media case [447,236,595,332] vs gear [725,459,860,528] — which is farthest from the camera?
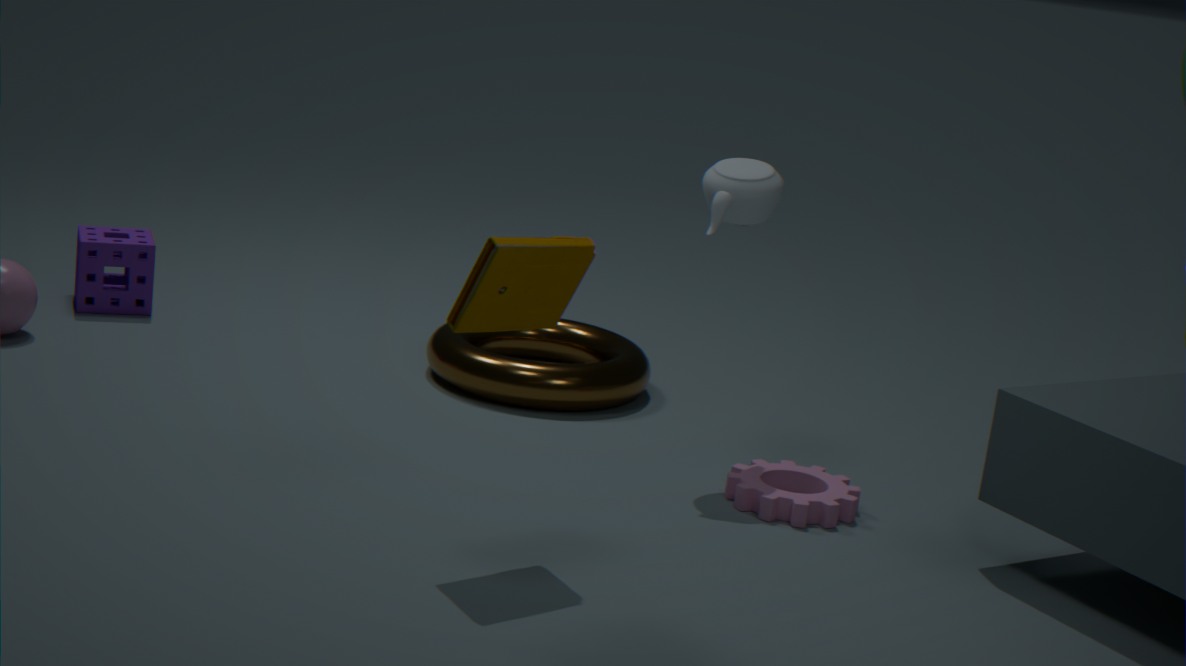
gear [725,459,860,528]
